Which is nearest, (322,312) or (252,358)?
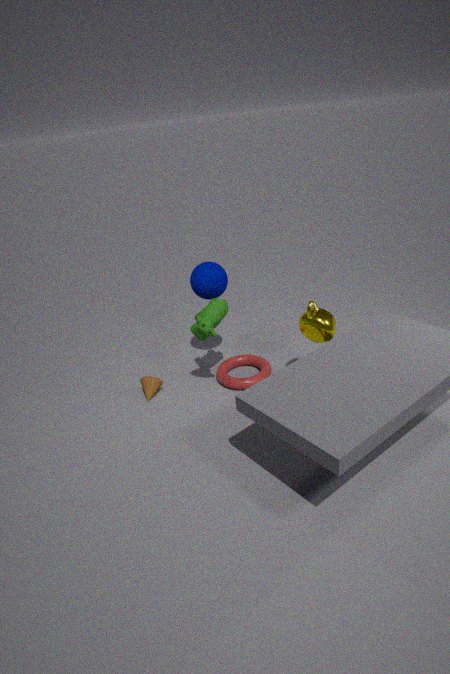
(322,312)
